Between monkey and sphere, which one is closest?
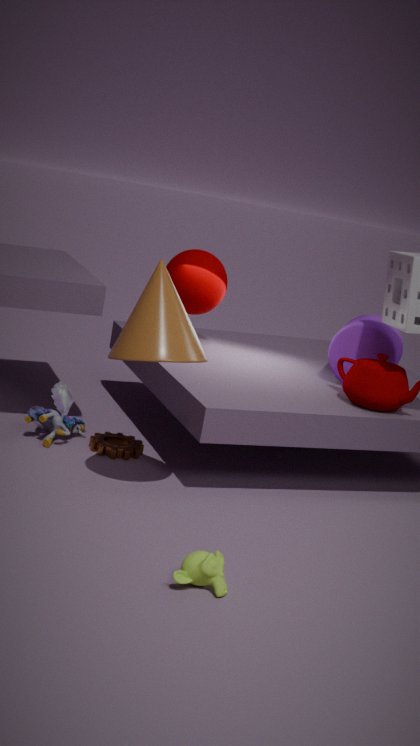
monkey
